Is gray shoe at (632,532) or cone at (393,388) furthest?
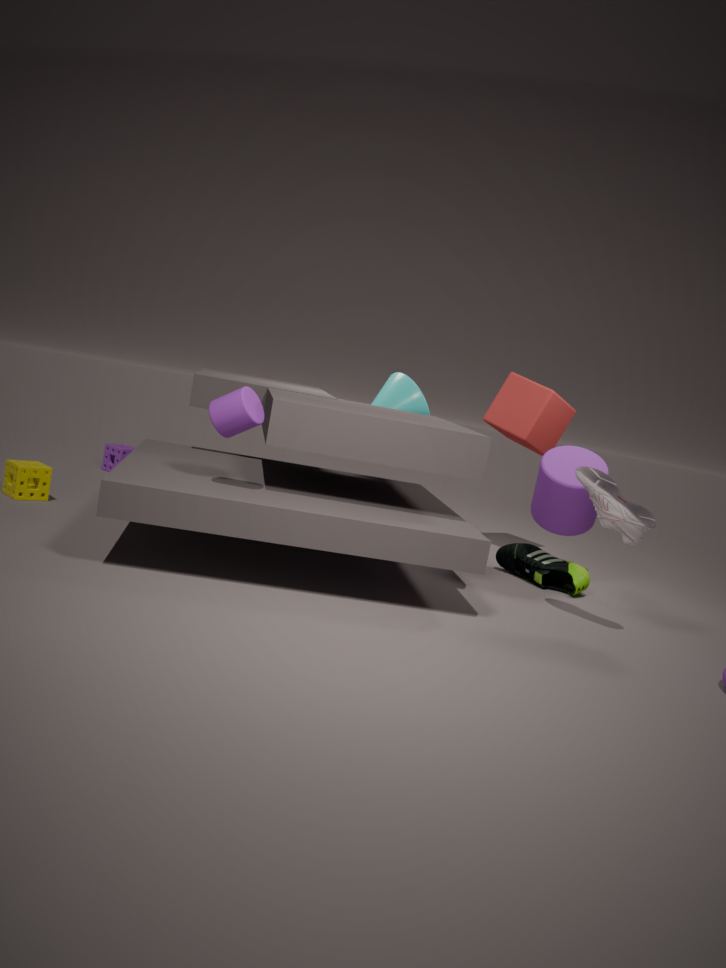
cone at (393,388)
